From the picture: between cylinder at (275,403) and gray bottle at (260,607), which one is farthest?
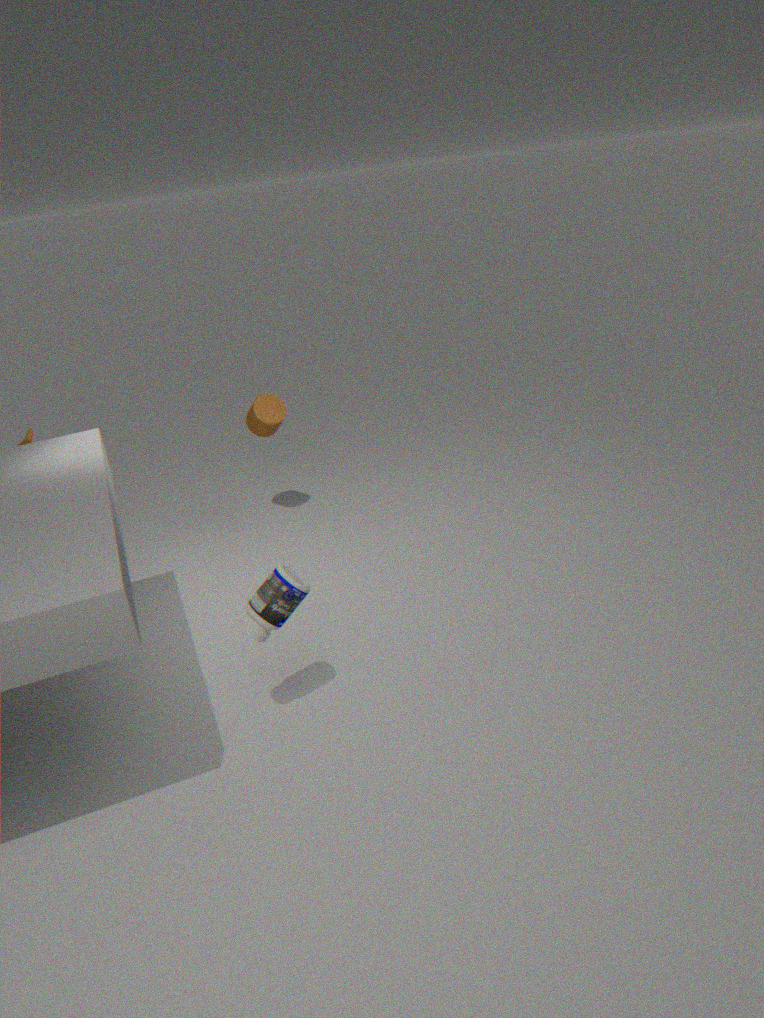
cylinder at (275,403)
